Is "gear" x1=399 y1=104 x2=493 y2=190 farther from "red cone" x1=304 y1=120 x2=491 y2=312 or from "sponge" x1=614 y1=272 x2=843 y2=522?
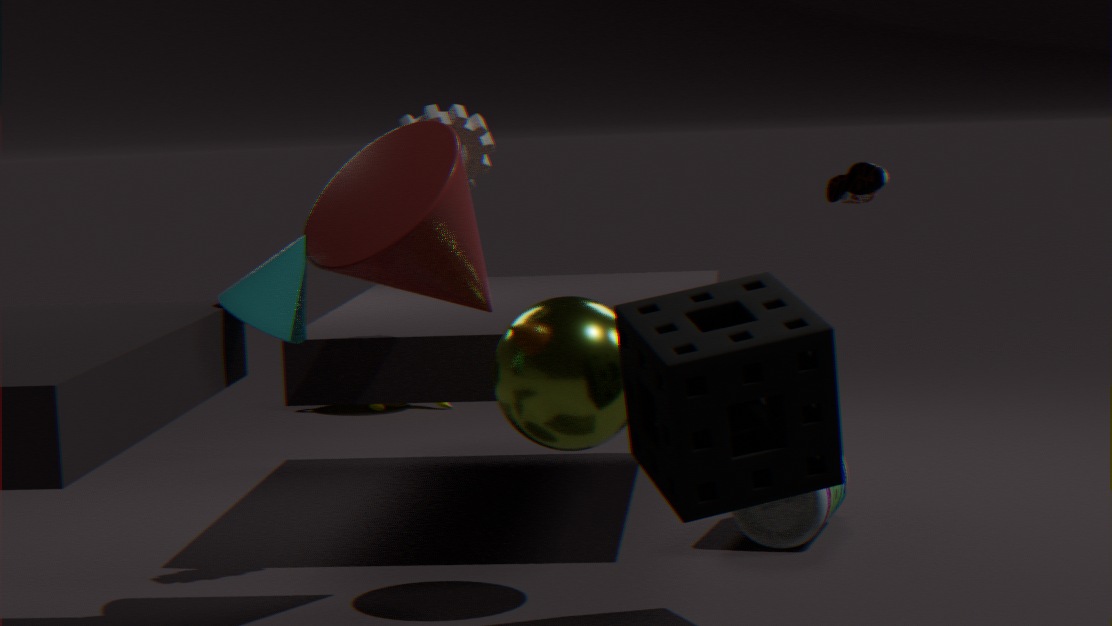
"sponge" x1=614 y1=272 x2=843 y2=522
